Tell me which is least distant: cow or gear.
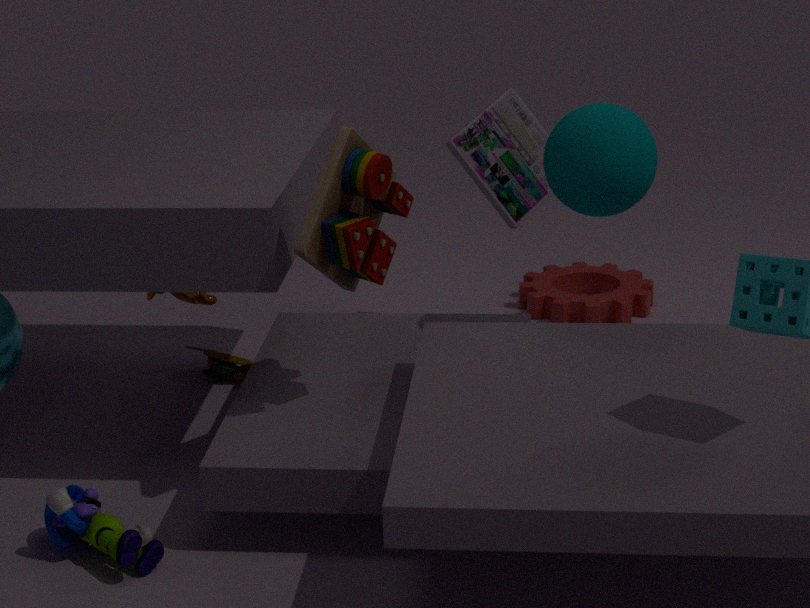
cow
